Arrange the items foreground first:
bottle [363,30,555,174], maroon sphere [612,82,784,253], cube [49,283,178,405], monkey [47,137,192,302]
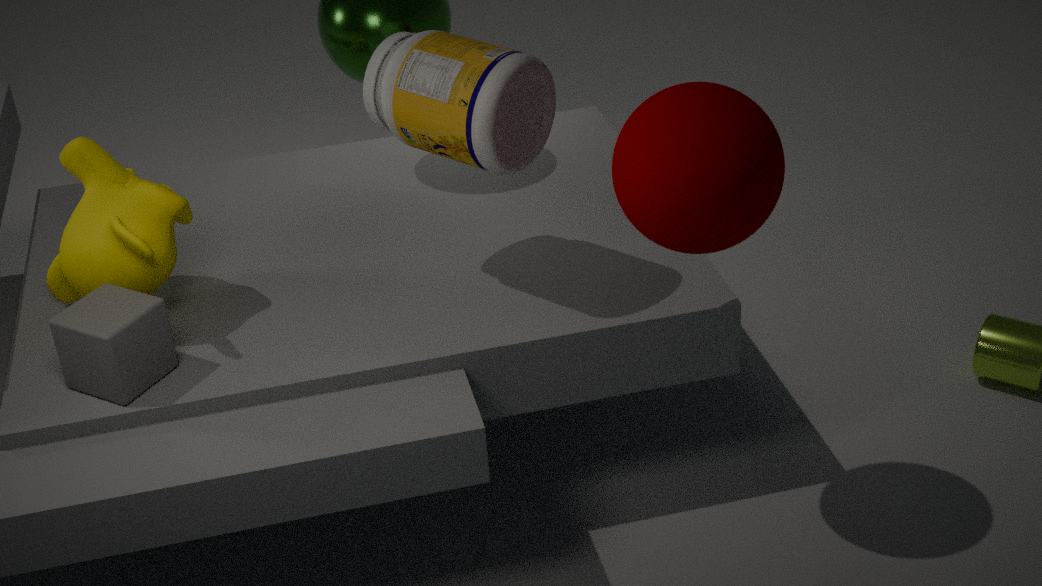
maroon sphere [612,82,784,253] → cube [49,283,178,405] → bottle [363,30,555,174] → monkey [47,137,192,302]
